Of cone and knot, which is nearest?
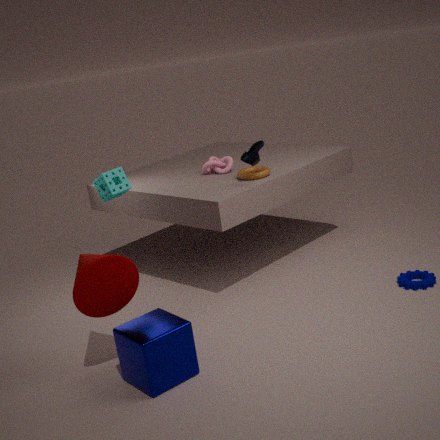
cone
